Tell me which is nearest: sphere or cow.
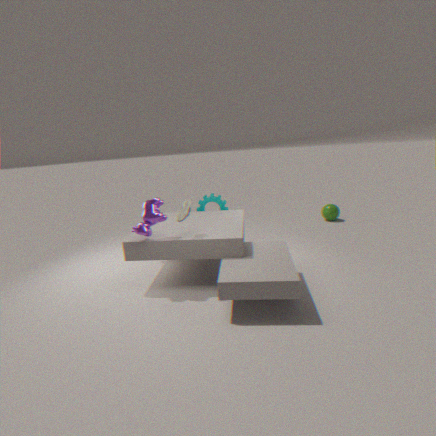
cow
